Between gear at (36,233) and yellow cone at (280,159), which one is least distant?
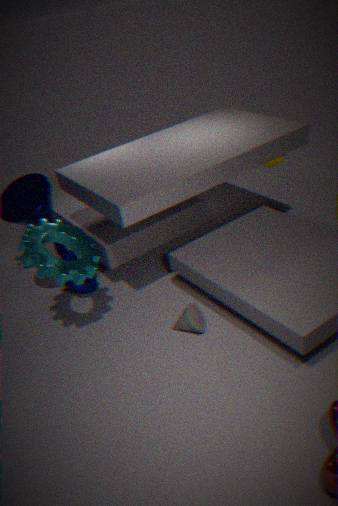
gear at (36,233)
